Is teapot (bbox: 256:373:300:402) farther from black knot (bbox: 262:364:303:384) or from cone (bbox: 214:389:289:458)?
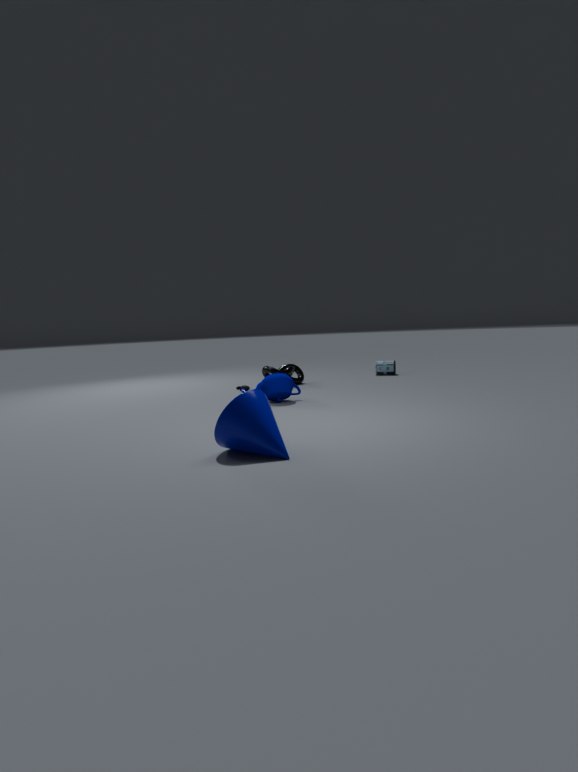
cone (bbox: 214:389:289:458)
